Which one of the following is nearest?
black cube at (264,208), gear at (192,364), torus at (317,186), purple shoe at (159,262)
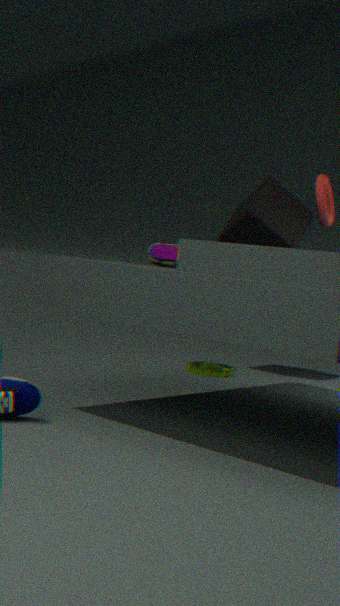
purple shoe at (159,262)
